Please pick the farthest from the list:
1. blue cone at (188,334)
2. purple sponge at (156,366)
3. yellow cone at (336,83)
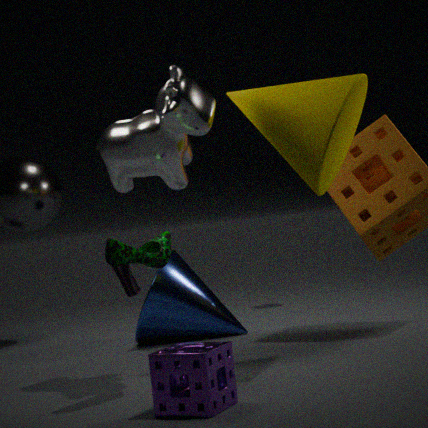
blue cone at (188,334)
